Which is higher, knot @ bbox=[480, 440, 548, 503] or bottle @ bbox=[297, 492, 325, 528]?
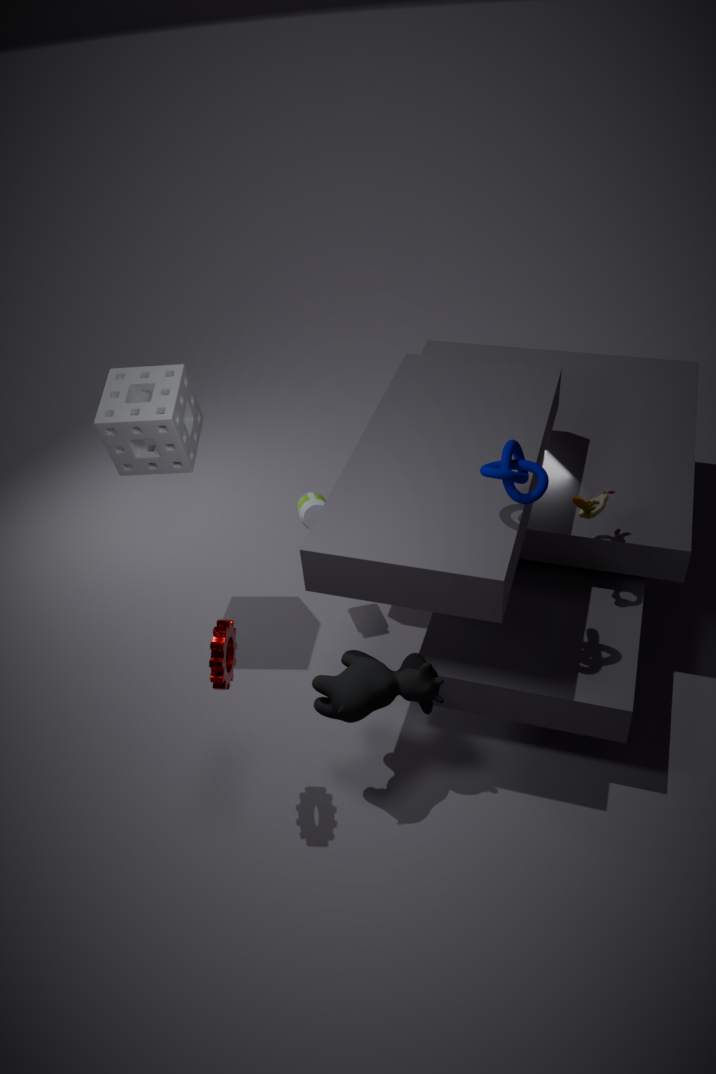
knot @ bbox=[480, 440, 548, 503]
